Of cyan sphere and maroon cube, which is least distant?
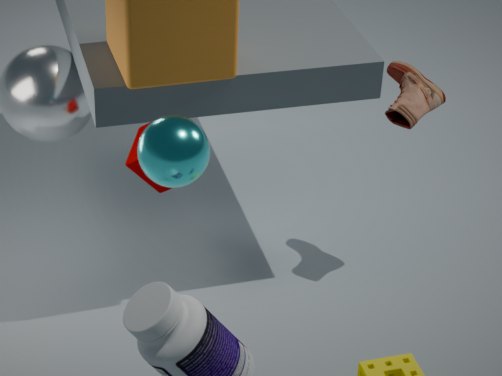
cyan sphere
